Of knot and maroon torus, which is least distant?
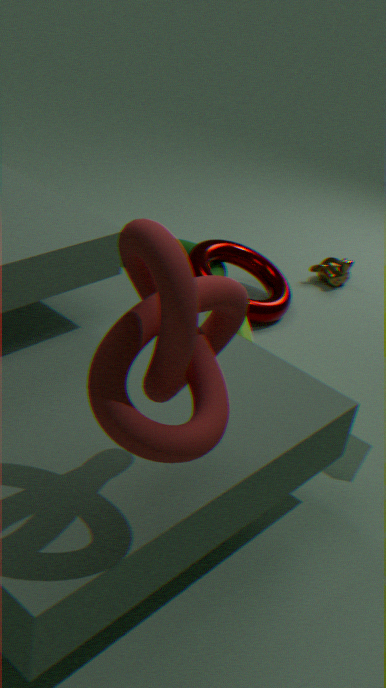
knot
